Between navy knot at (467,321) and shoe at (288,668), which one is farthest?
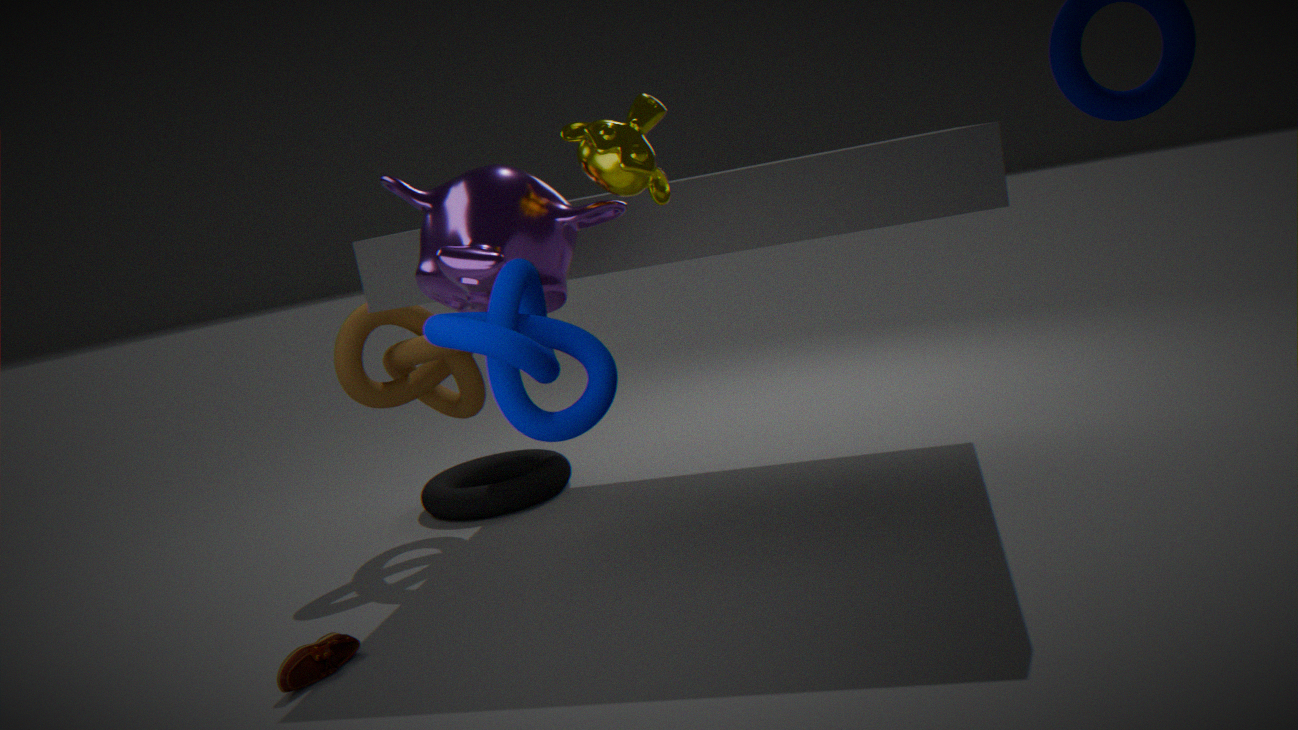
shoe at (288,668)
